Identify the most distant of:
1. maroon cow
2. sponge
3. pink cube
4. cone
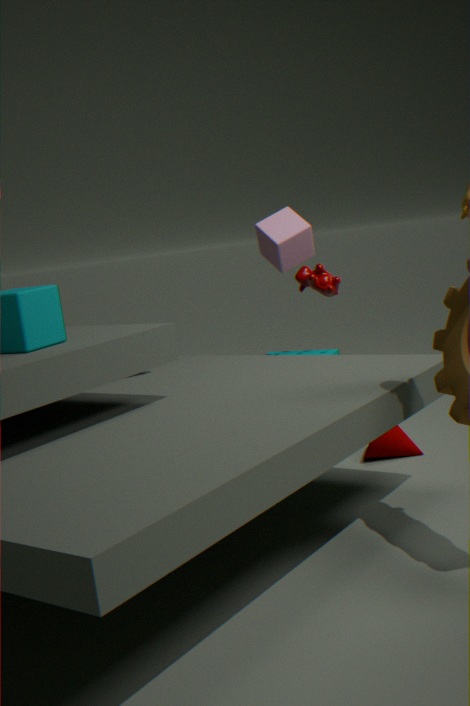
sponge
